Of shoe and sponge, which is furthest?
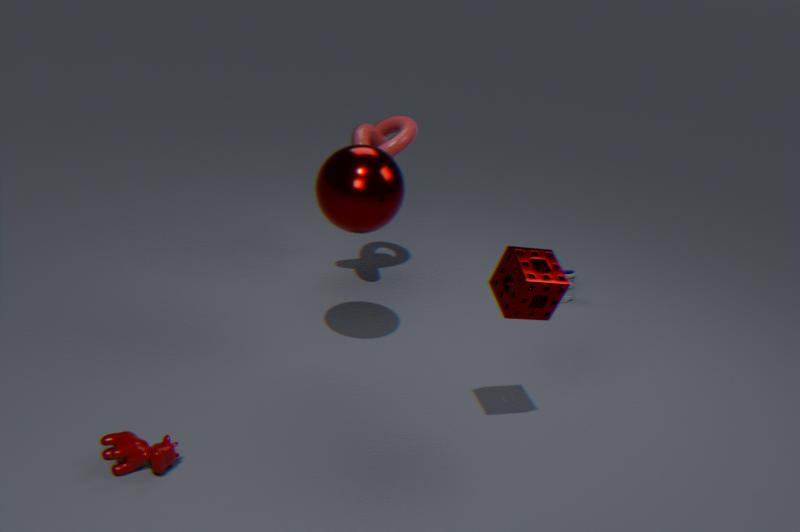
shoe
